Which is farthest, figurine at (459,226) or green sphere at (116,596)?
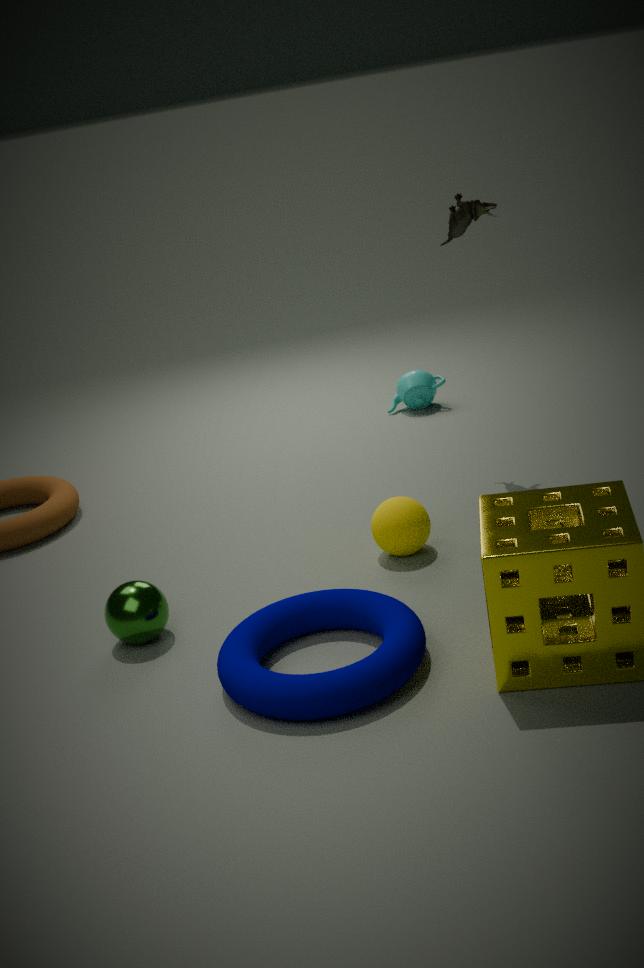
figurine at (459,226)
